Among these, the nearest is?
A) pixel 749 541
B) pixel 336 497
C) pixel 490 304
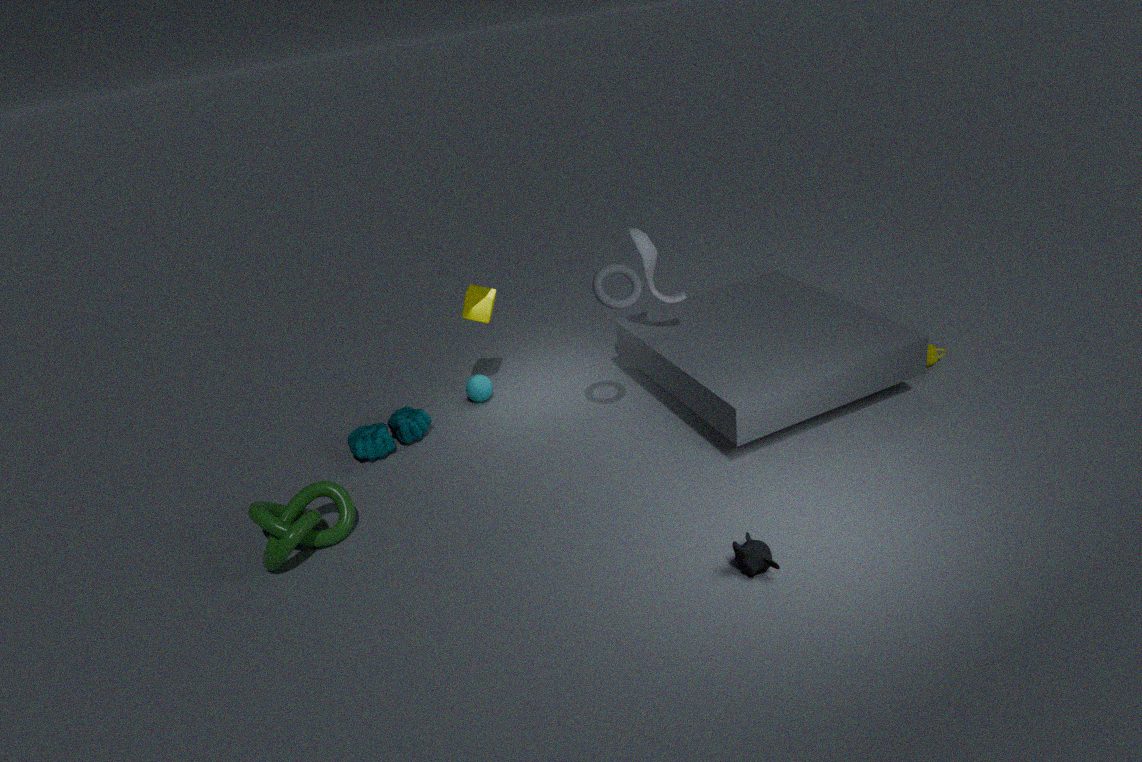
pixel 749 541
